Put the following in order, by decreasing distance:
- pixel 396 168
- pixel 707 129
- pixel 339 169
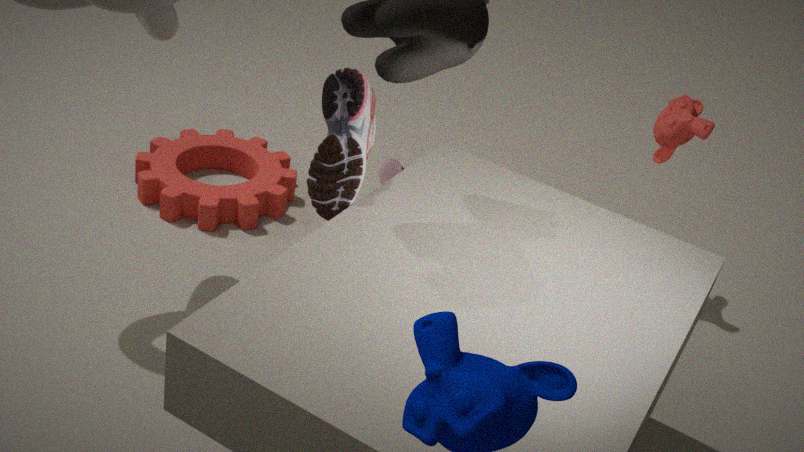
pixel 396 168 < pixel 707 129 < pixel 339 169
